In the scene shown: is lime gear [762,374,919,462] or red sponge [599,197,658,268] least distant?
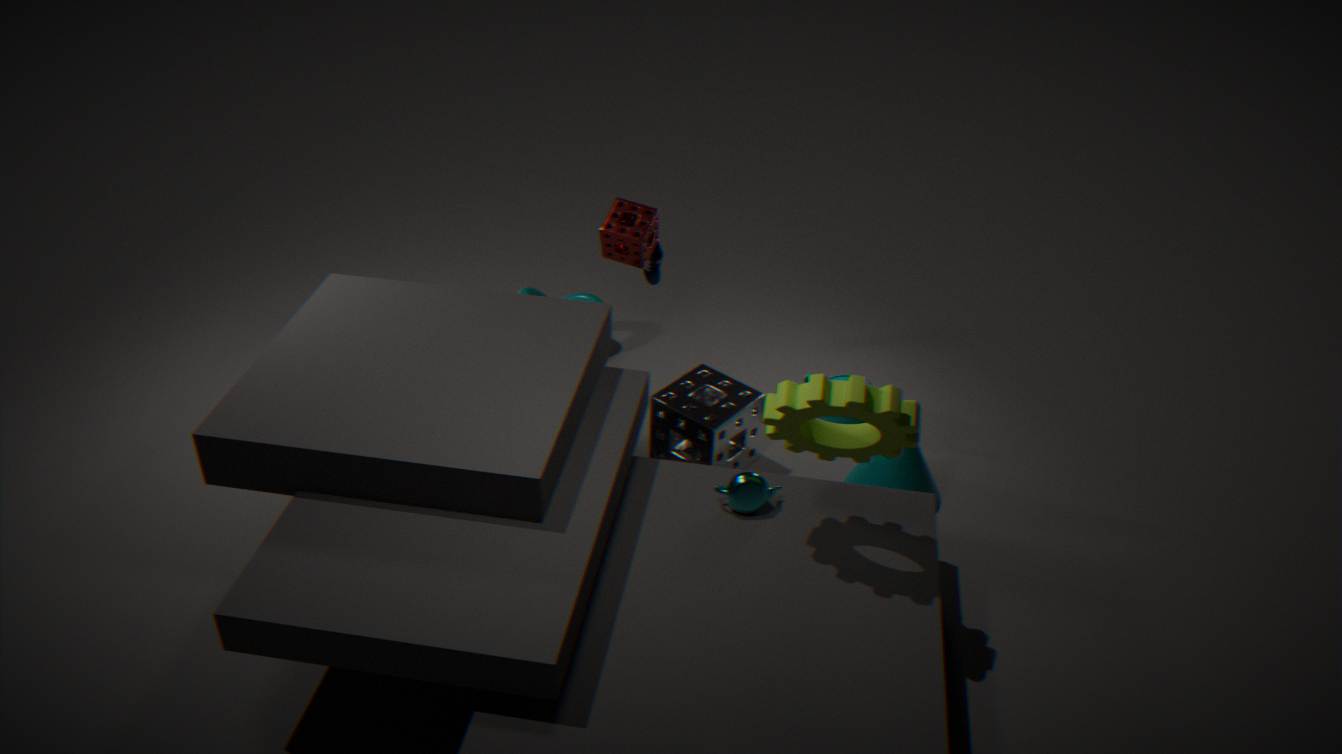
lime gear [762,374,919,462]
